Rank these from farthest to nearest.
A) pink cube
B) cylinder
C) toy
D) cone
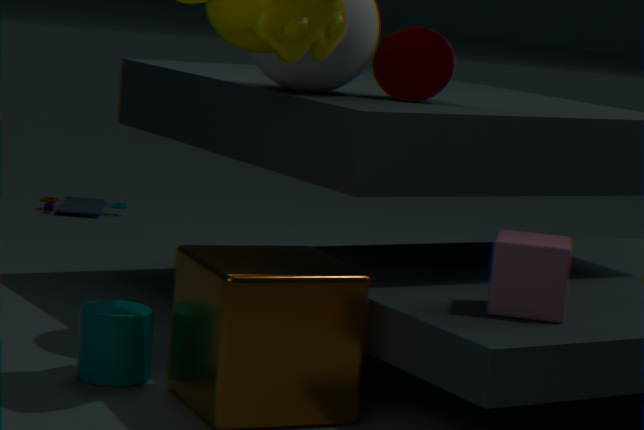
toy < cone < cylinder < pink cube
